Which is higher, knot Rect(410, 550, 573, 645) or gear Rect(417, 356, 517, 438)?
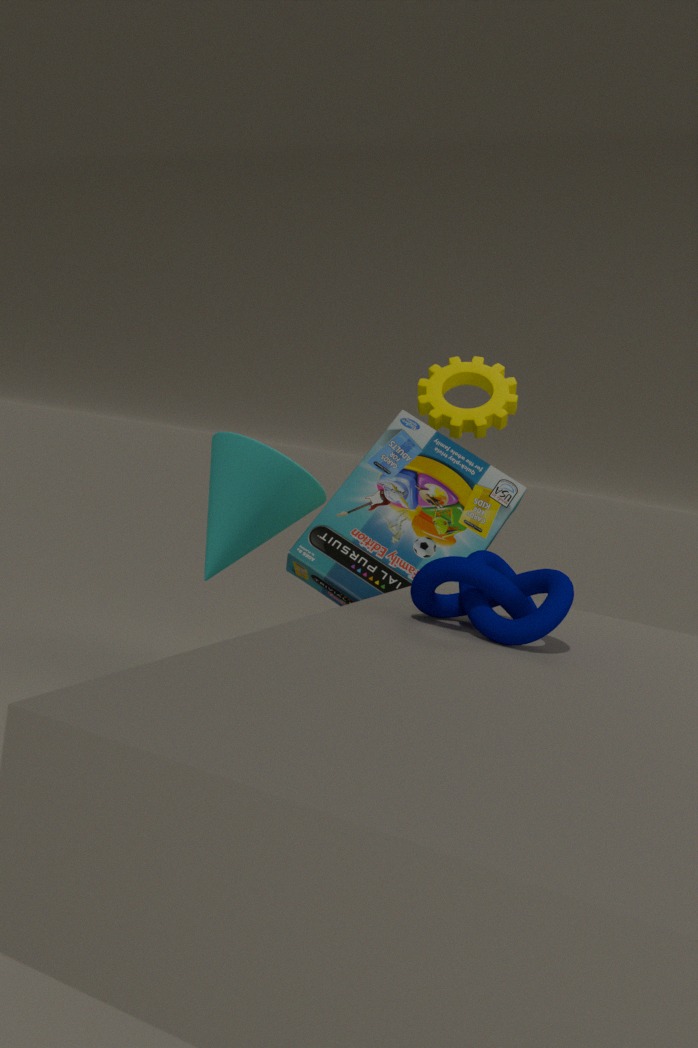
gear Rect(417, 356, 517, 438)
